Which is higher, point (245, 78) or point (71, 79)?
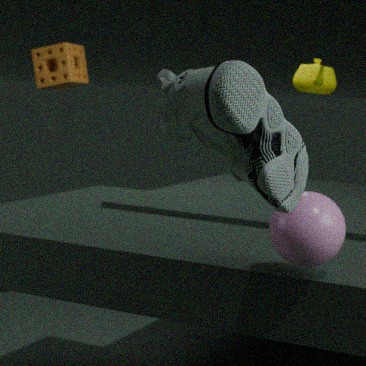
point (71, 79)
